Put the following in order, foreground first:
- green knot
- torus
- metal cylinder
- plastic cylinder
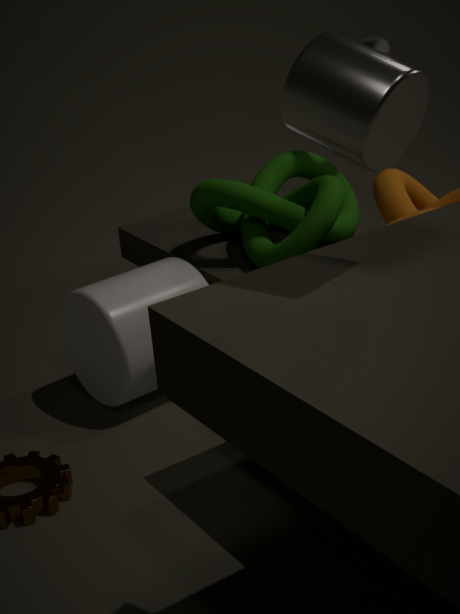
metal cylinder
plastic cylinder
green knot
torus
